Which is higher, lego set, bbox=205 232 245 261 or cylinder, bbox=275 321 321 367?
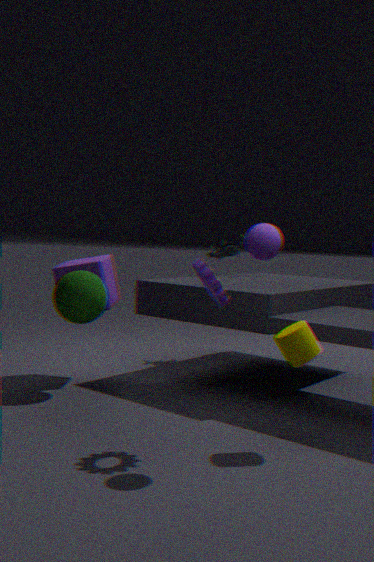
lego set, bbox=205 232 245 261
